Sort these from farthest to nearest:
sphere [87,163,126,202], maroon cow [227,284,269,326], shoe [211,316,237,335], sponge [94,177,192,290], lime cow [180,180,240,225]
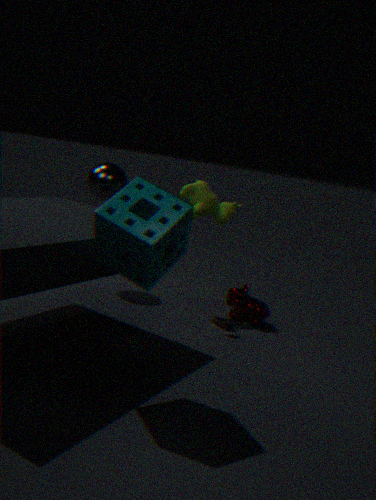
sphere [87,163,126,202], lime cow [180,180,240,225], maroon cow [227,284,269,326], shoe [211,316,237,335], sponge [94,177,192,290]
